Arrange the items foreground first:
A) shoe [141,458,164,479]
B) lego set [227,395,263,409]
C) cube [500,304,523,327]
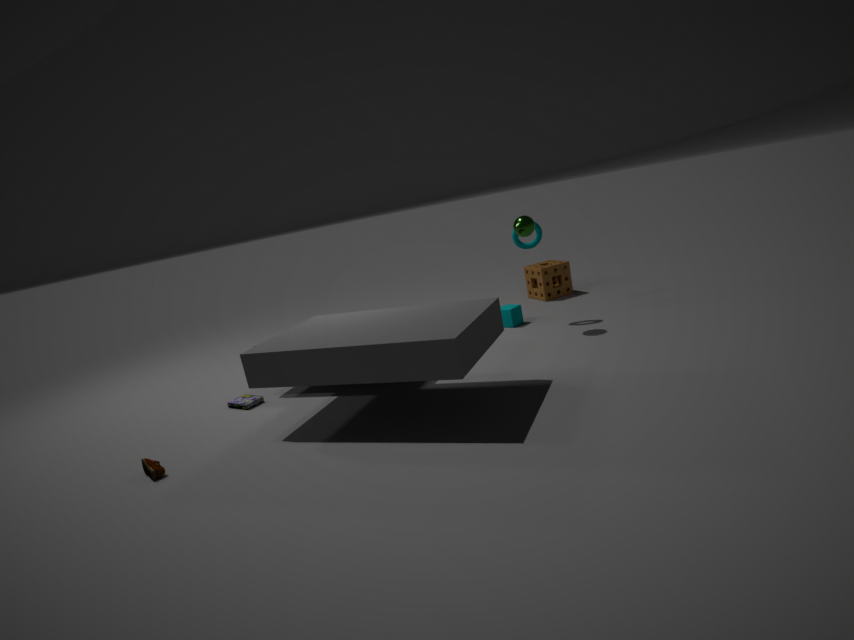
1. shoe [141,458,164,479]
2. lego set [227,395,263,409]
3. cube [500,304,523,327]
